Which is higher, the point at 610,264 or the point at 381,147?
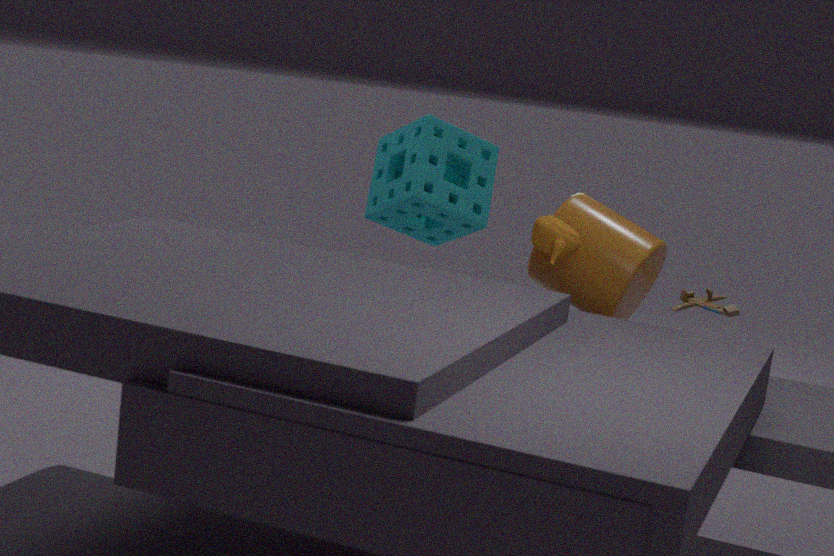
the point at 381,147
